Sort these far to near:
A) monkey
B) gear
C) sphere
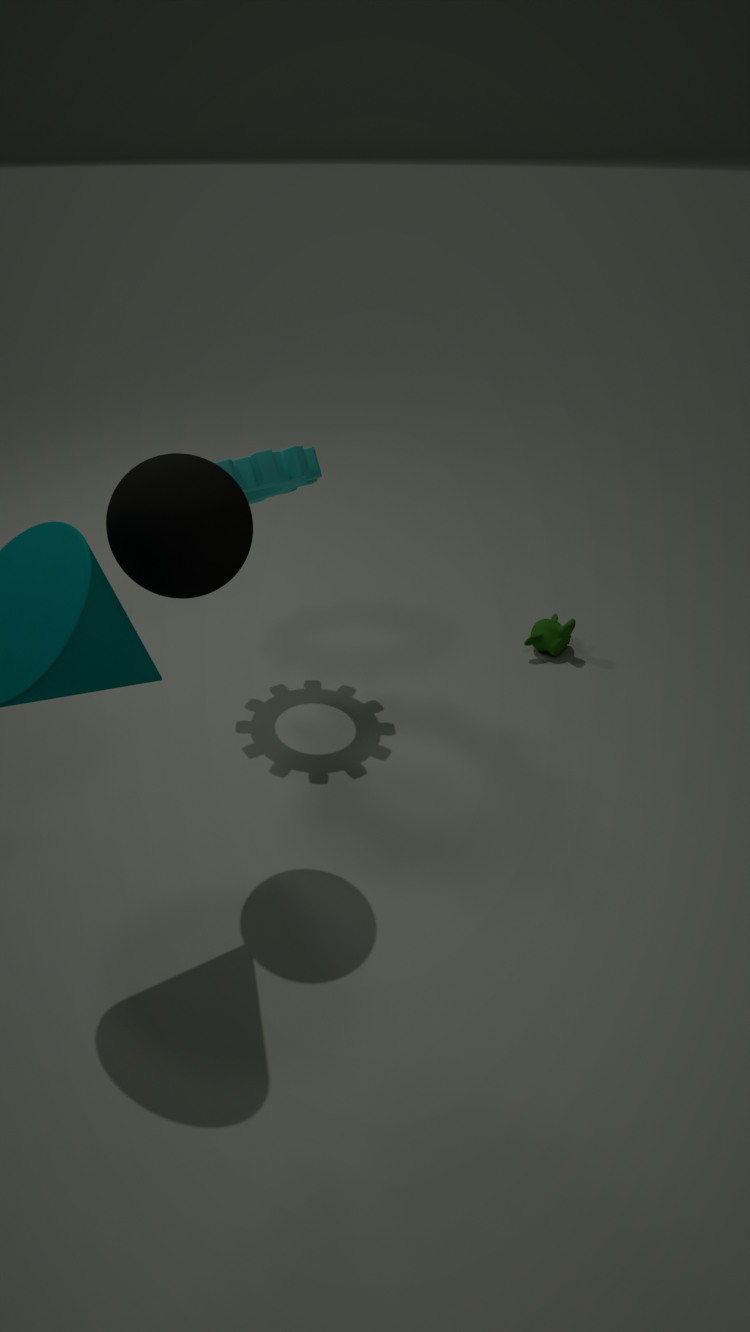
monkey → gear → sphere
